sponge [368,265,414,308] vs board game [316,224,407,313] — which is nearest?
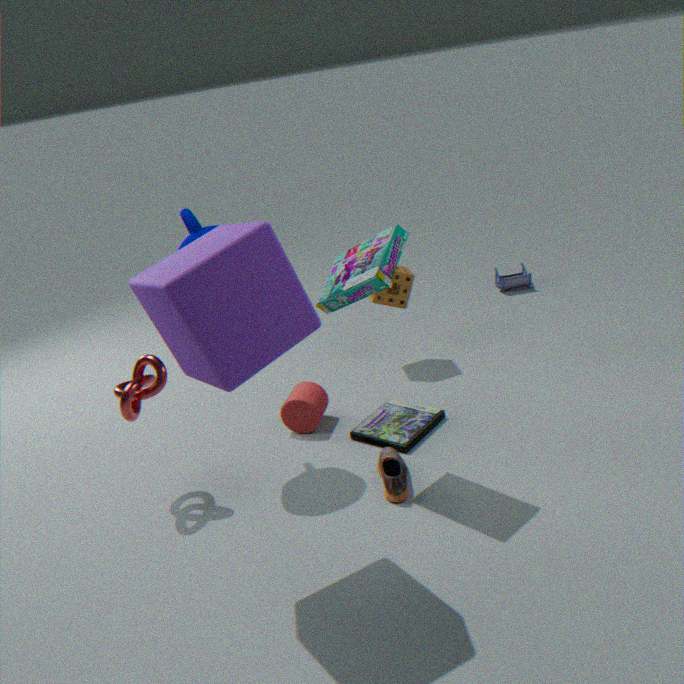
board game [316,224,407,313]
